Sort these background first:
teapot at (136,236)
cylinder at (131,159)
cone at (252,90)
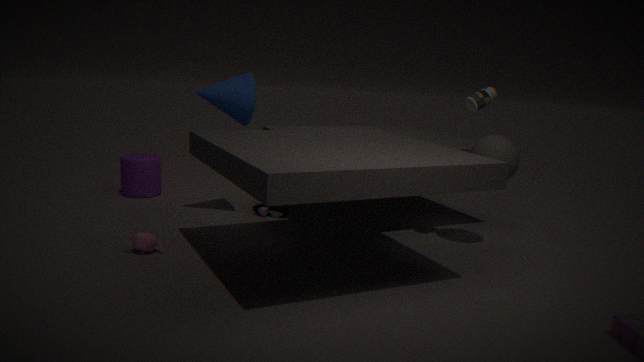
cylinder at (131,159), cone at (252,90), teapot at (136,236)
